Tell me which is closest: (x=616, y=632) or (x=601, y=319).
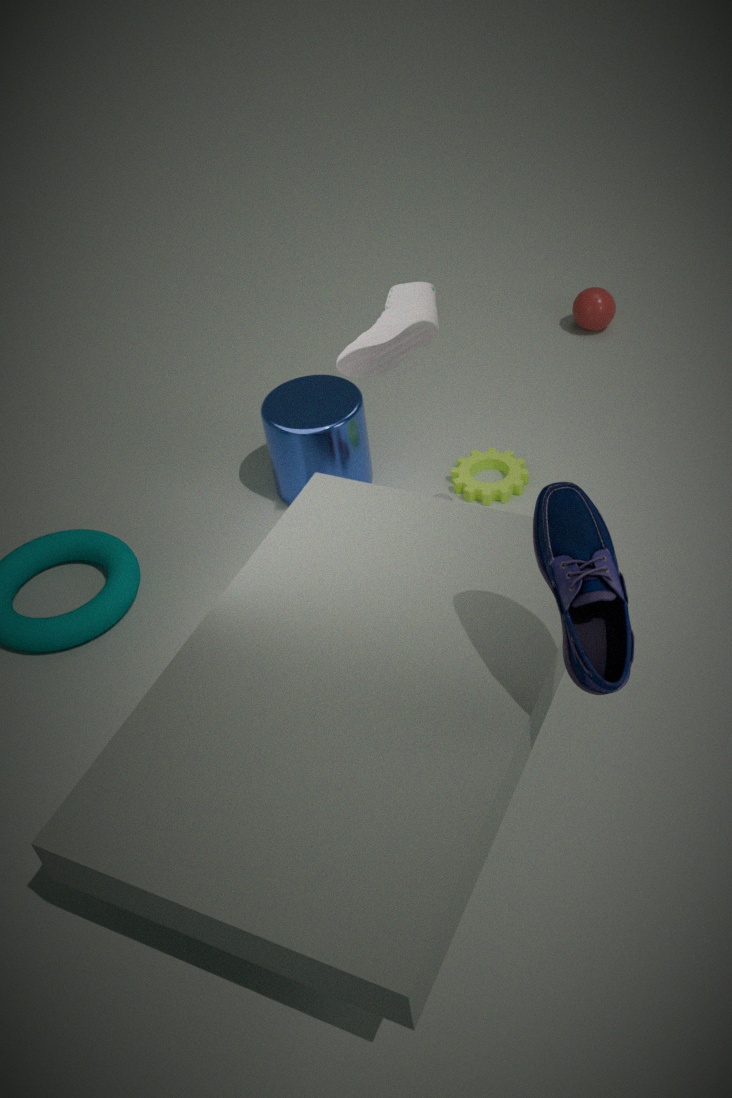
(x=616, y=632)
